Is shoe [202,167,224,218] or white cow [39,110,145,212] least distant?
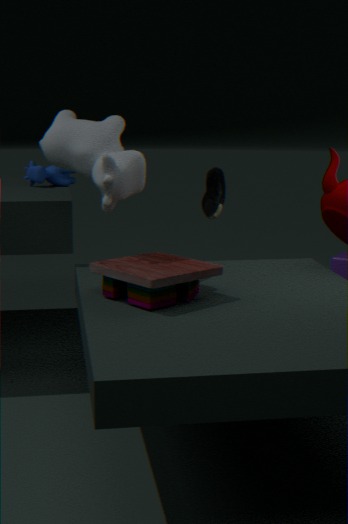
white cow [39,110,145,212]
